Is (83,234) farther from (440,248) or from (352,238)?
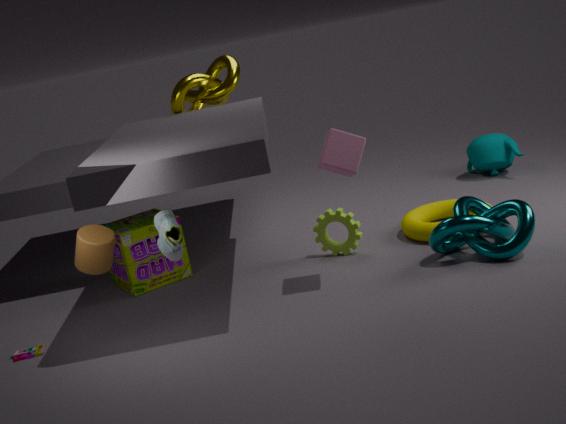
(440,248)
